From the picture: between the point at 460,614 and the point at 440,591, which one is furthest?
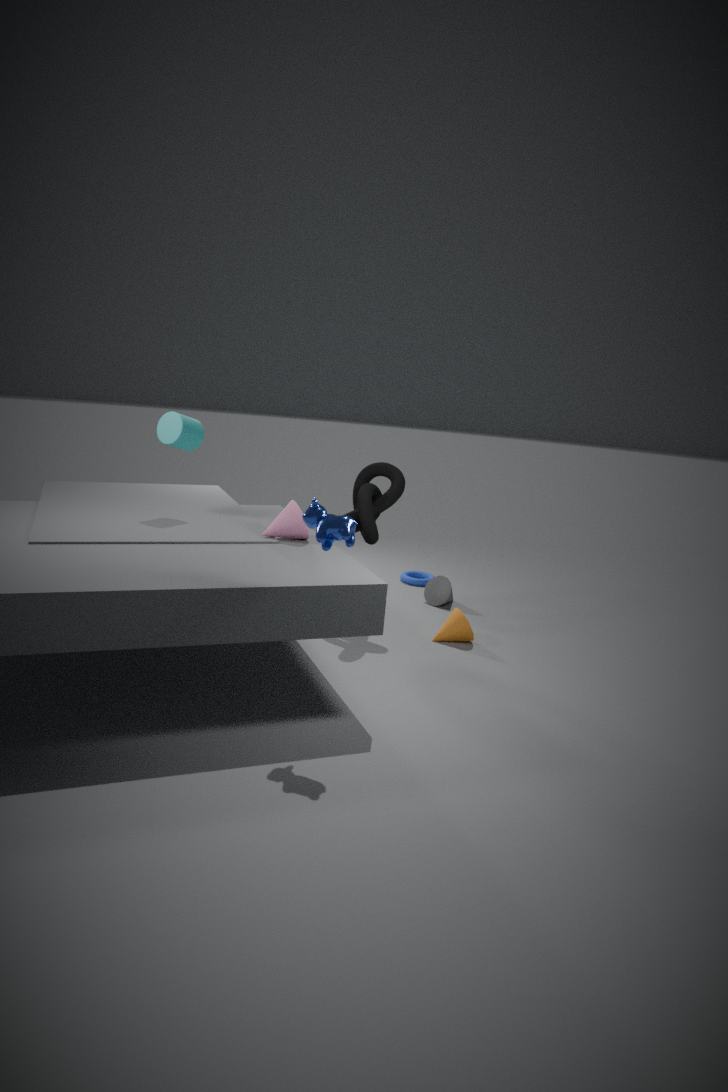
the point at 440,591
